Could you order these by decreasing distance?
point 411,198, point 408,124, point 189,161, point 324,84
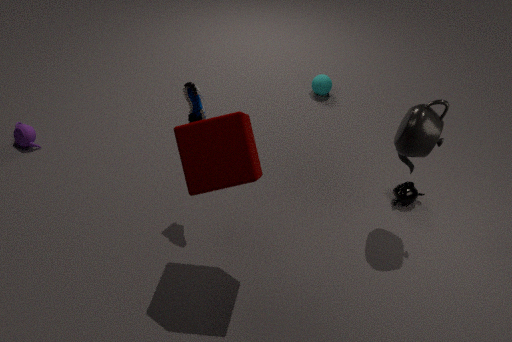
point 324,84 < point 411,198 < point 408,124 < point 189,161
